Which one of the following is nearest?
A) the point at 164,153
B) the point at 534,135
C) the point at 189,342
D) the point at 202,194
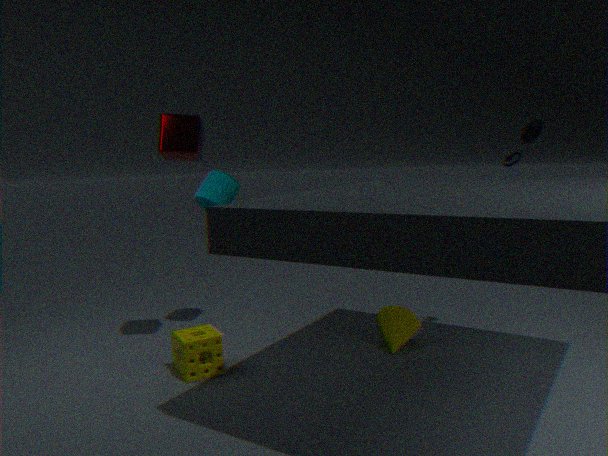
the point at 189,342
